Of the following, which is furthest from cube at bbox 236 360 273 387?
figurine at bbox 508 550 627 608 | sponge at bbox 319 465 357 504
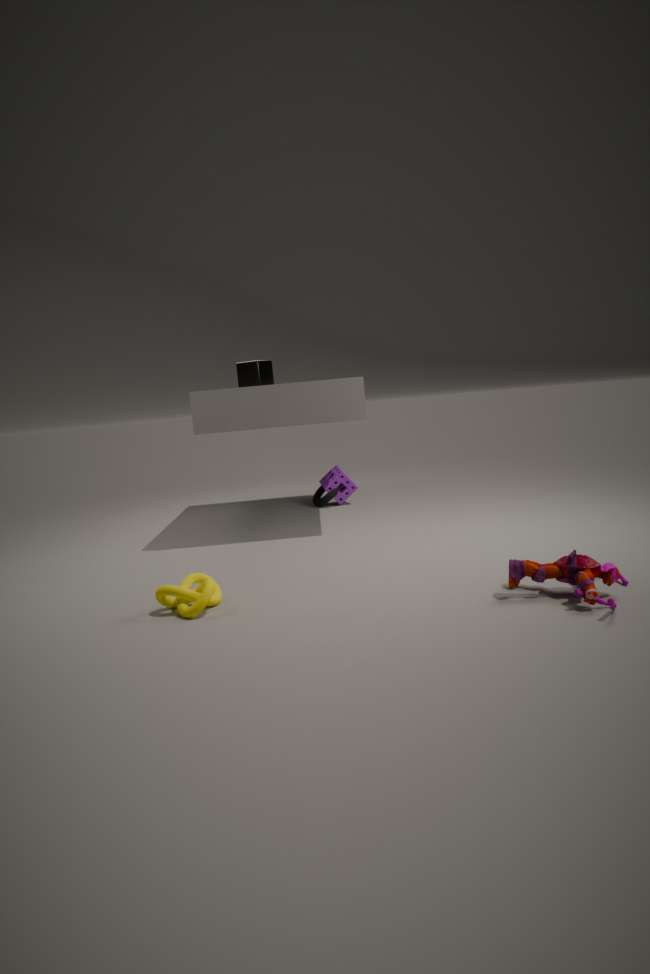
figurine at bbox 508 550 627 608
